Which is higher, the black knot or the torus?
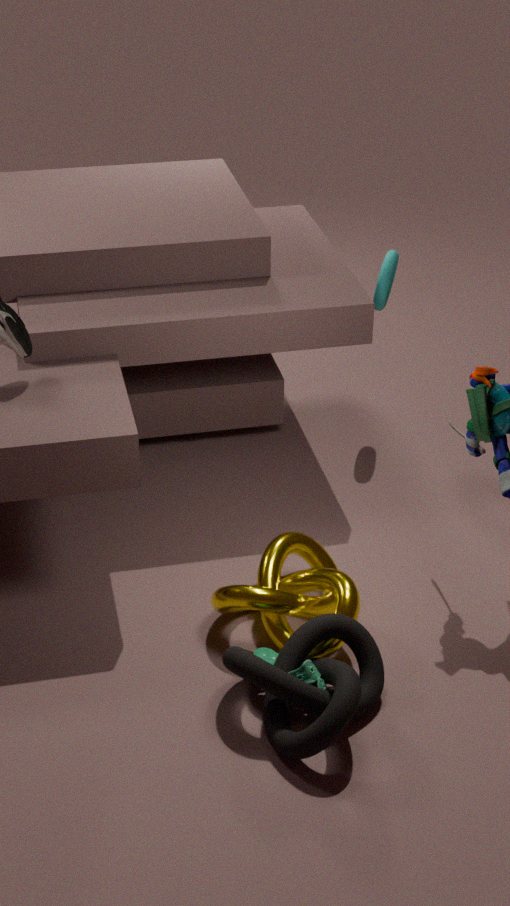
the torus
